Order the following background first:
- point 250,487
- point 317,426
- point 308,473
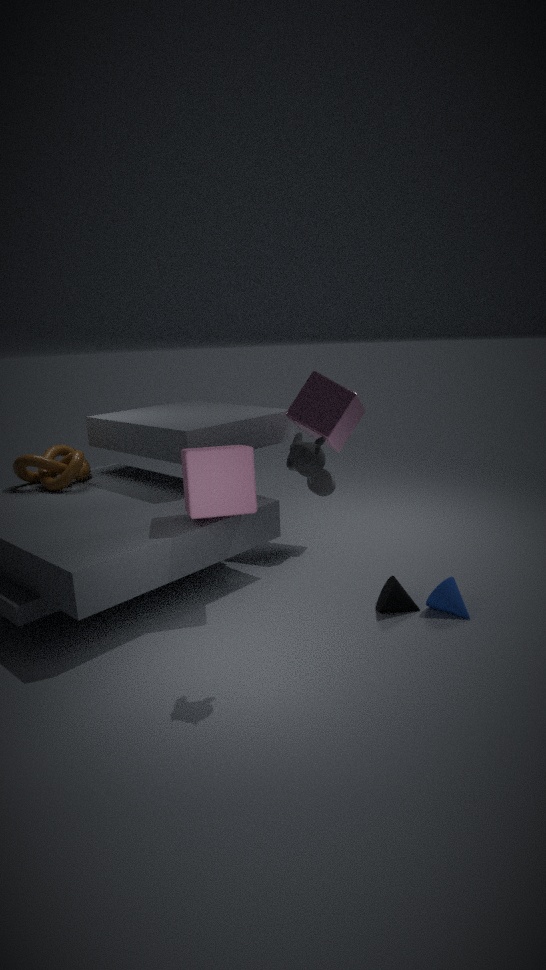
point 317,426
point 250,487
point 308,473
